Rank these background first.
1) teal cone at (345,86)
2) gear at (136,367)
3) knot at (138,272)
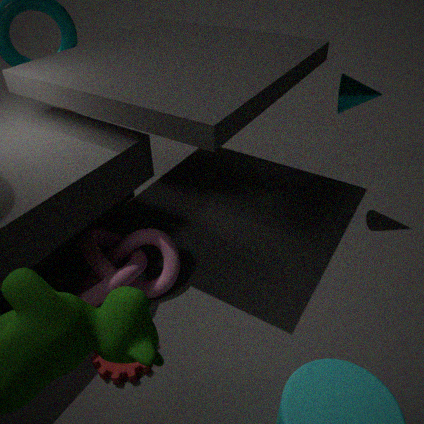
1. teal cone at (345,86)
3. knot at (138,272)
2. gear at (136,367)
